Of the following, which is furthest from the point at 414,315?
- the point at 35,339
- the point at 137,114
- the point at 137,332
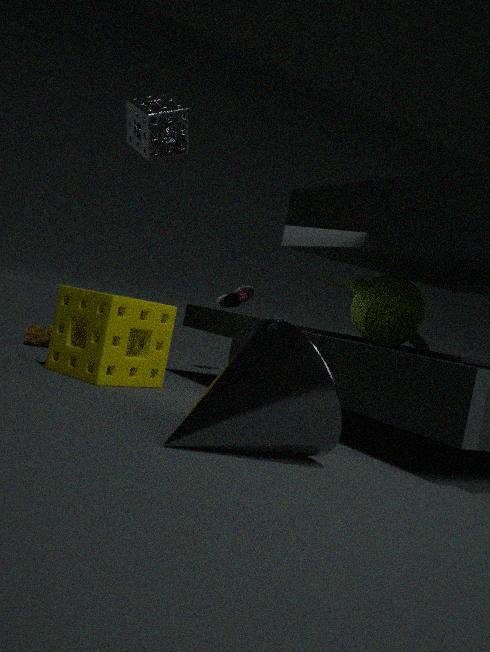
the point at 35,339
